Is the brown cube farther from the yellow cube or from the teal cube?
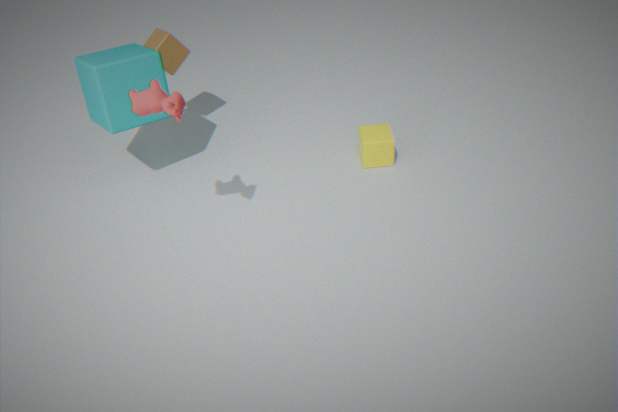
the yellow cube
